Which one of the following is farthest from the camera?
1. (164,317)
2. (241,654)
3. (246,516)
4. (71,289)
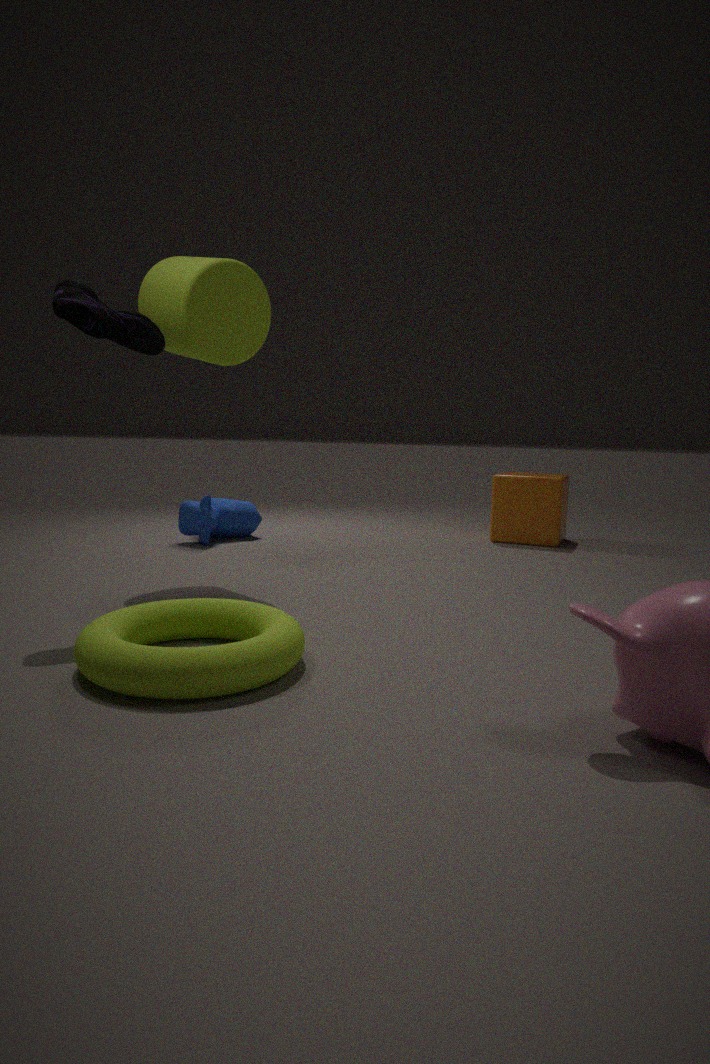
(246,516)
